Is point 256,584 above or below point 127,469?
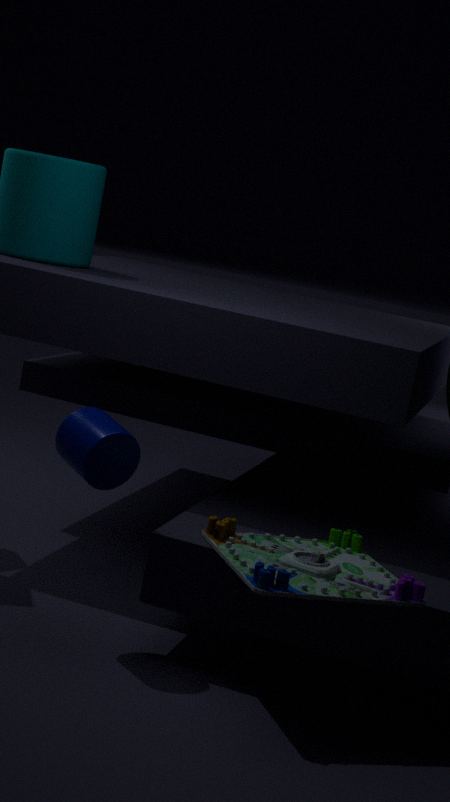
below
